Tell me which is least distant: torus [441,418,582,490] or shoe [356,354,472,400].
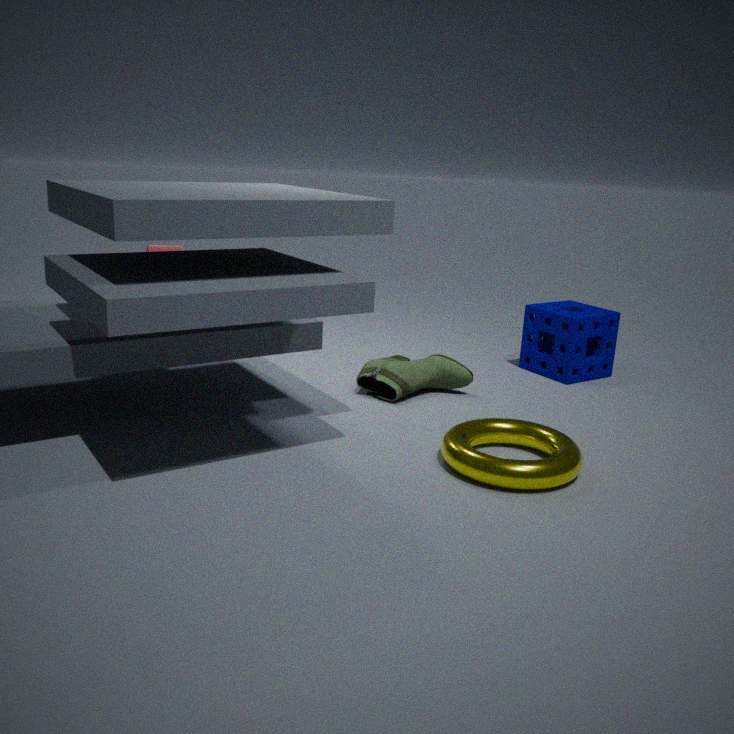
torus [441,418,582,490]
